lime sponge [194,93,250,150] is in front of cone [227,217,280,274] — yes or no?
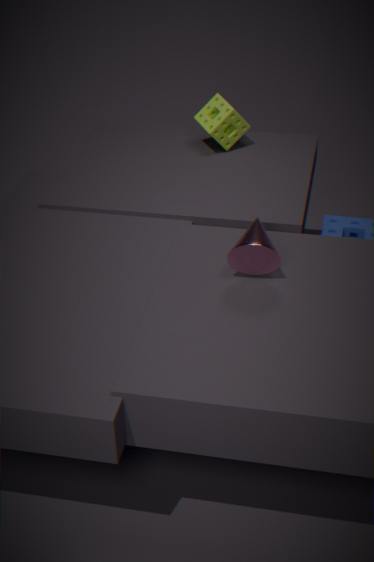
No
